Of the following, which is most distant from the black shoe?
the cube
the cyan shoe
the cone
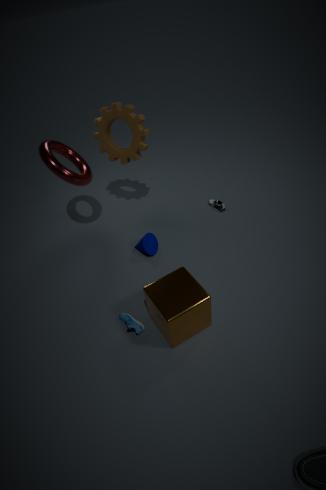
the cyan shoe
